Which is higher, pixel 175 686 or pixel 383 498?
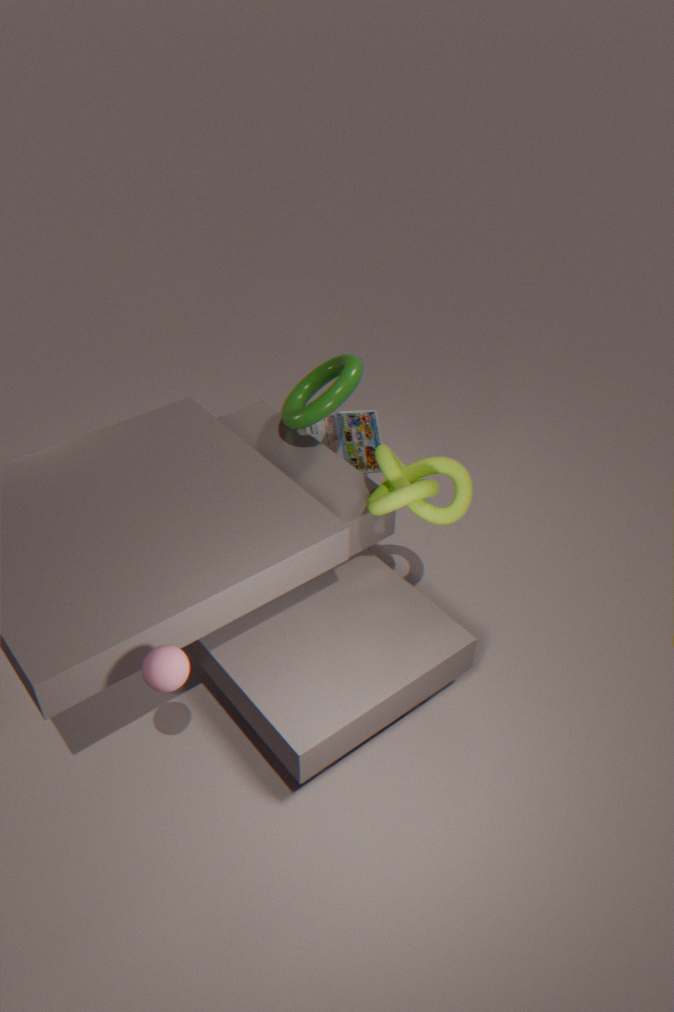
pixel 383 498
